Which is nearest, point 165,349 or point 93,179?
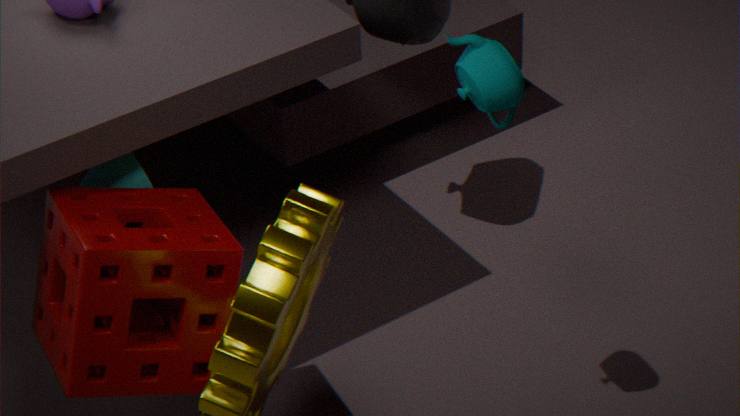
point 165,349
